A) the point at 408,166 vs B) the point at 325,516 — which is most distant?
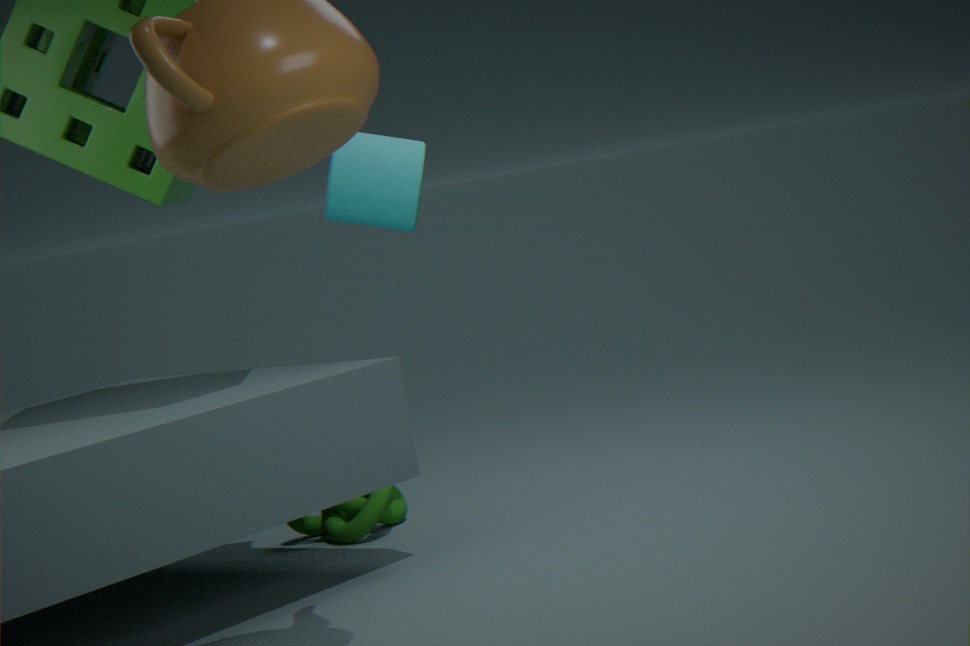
B. the point at 325,516
